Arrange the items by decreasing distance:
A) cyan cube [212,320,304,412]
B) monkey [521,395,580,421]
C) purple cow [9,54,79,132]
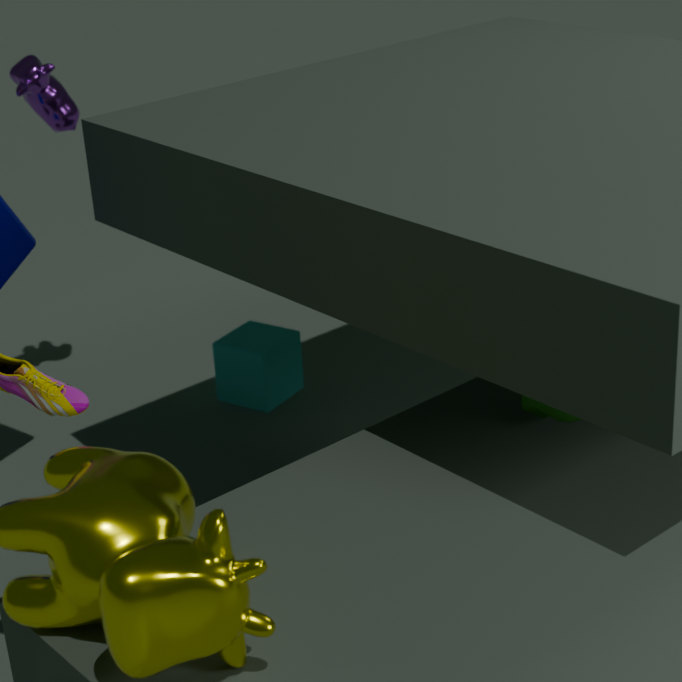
cyan cube [212,320,304,412] < purple cow [9,54,79,132] < monkey [521,395,580,421]
